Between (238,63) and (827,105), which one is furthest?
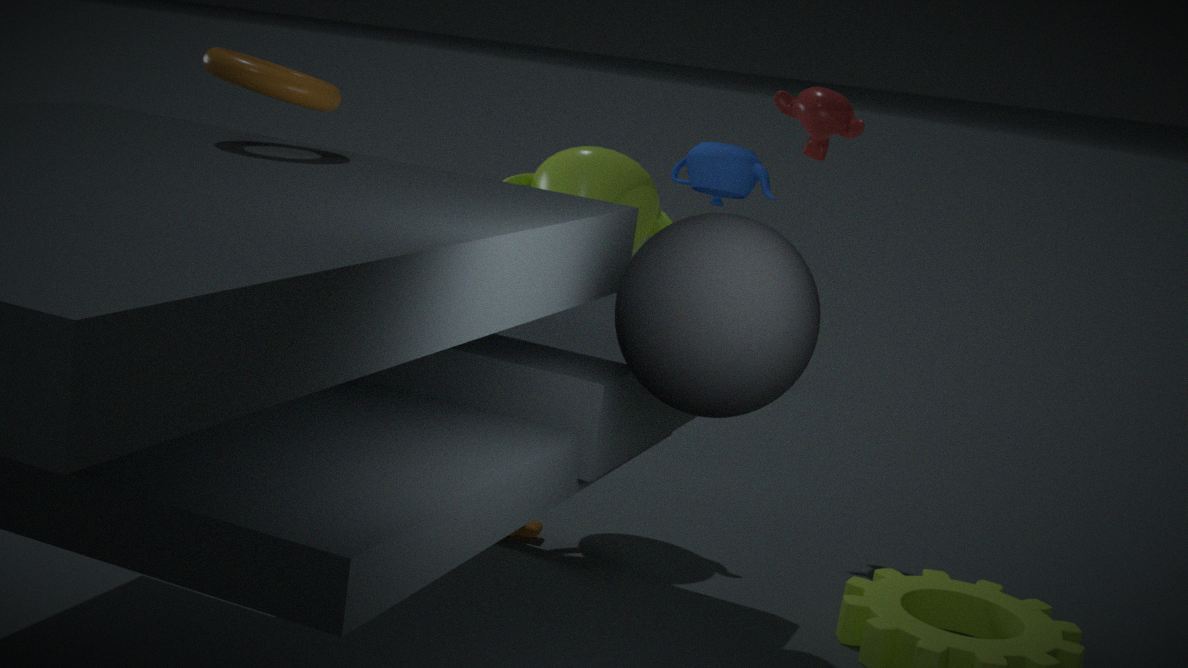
(827,105)
